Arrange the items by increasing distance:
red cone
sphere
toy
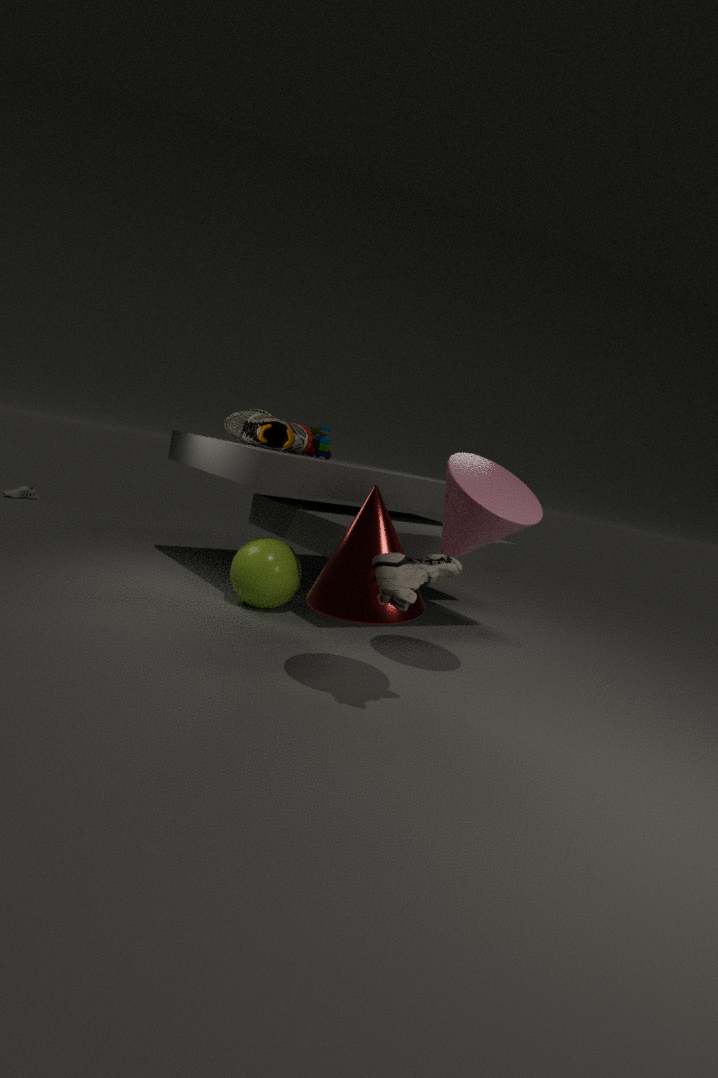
red cone
sphere
toy
